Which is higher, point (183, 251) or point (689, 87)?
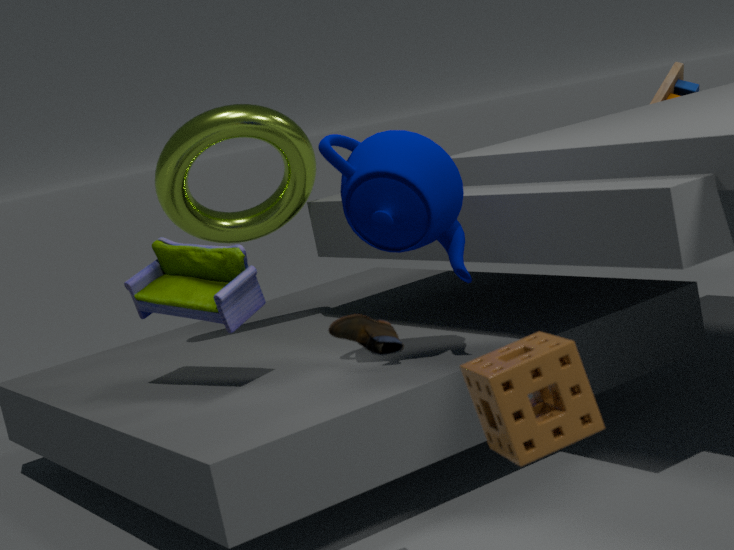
point (689, 87)
